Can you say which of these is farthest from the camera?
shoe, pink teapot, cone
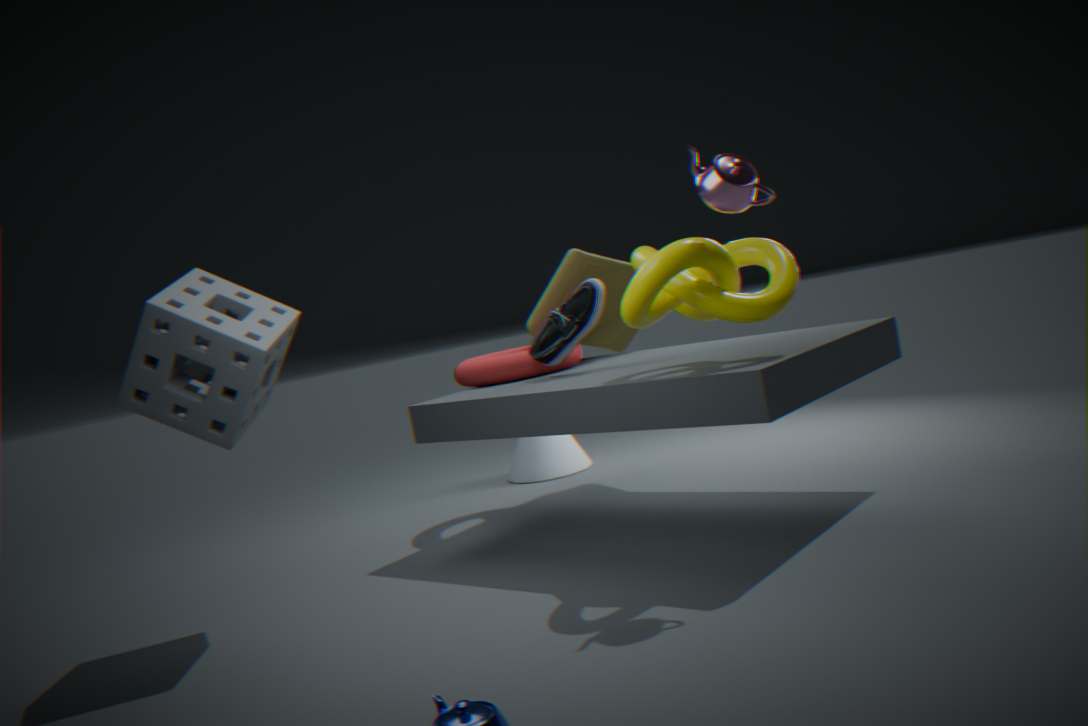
cone
